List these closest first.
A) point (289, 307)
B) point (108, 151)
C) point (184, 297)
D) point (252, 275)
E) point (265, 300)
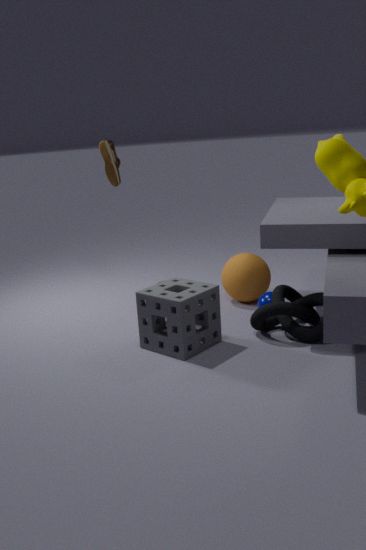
point (184, 297), point (289, 307), point (265, 300), point (252, 275), point (108, 151)
